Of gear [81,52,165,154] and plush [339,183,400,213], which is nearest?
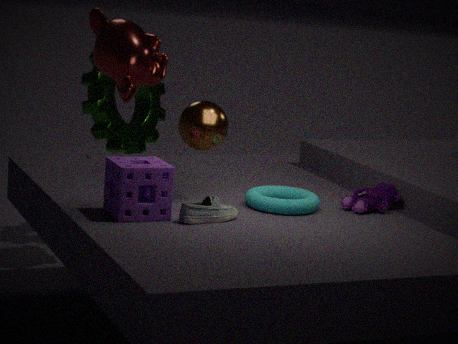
plush [339,183,400,213]
